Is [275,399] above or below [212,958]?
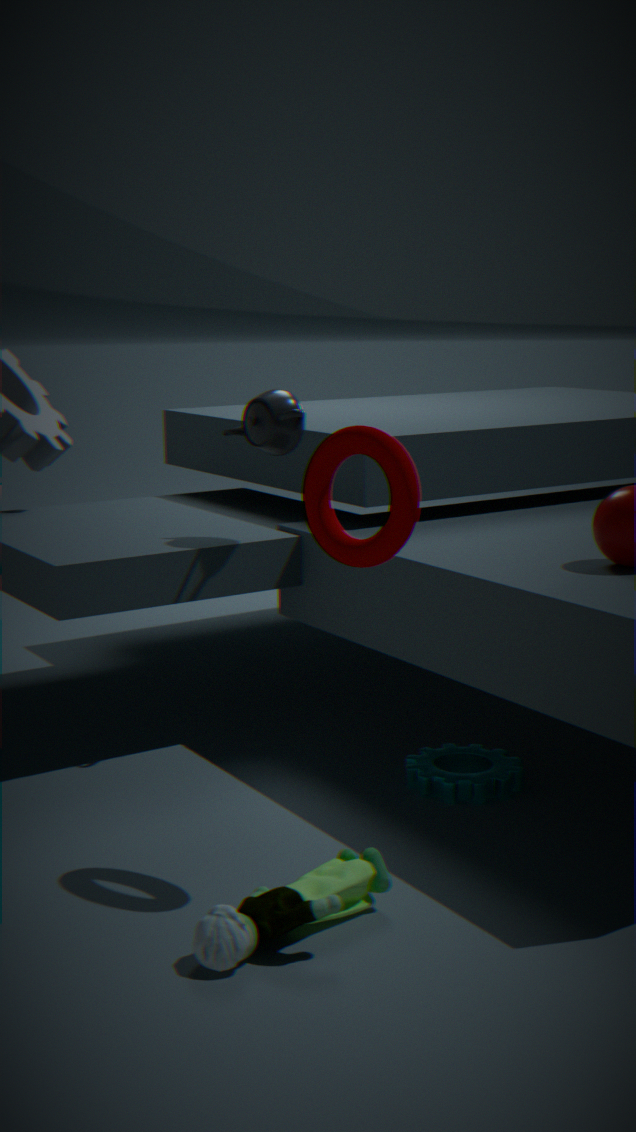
above
